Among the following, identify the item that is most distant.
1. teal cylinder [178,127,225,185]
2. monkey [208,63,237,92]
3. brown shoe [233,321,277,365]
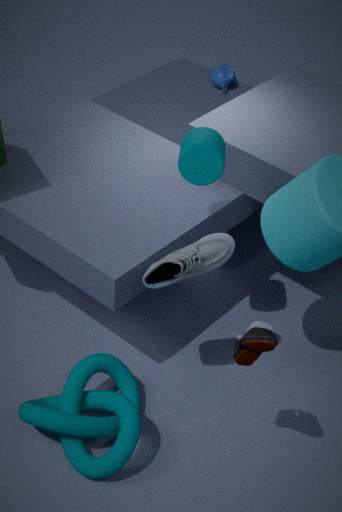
monkey [208,63,237,92]
